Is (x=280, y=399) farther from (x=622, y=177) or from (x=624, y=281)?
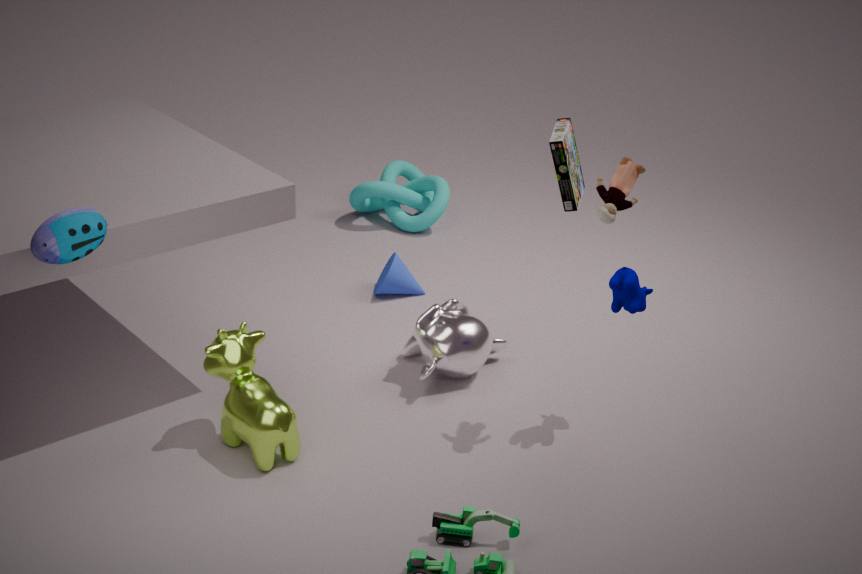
(x=622, y=177)
